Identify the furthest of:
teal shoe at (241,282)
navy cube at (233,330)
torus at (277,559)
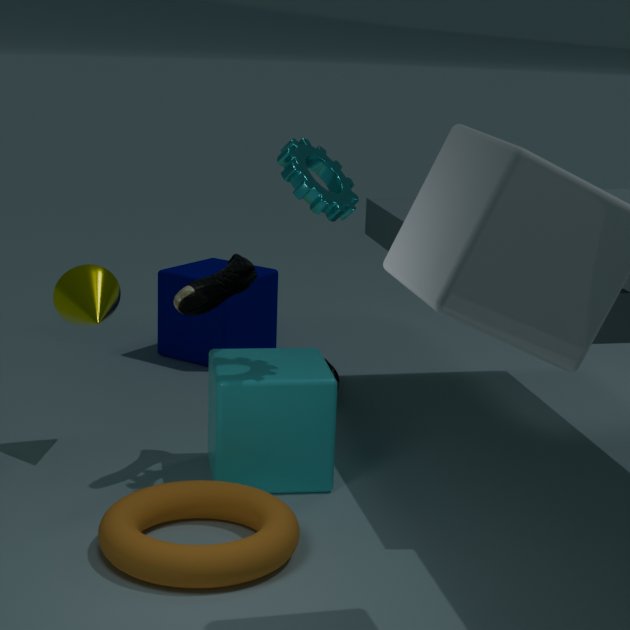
navy cube at (233,330)
